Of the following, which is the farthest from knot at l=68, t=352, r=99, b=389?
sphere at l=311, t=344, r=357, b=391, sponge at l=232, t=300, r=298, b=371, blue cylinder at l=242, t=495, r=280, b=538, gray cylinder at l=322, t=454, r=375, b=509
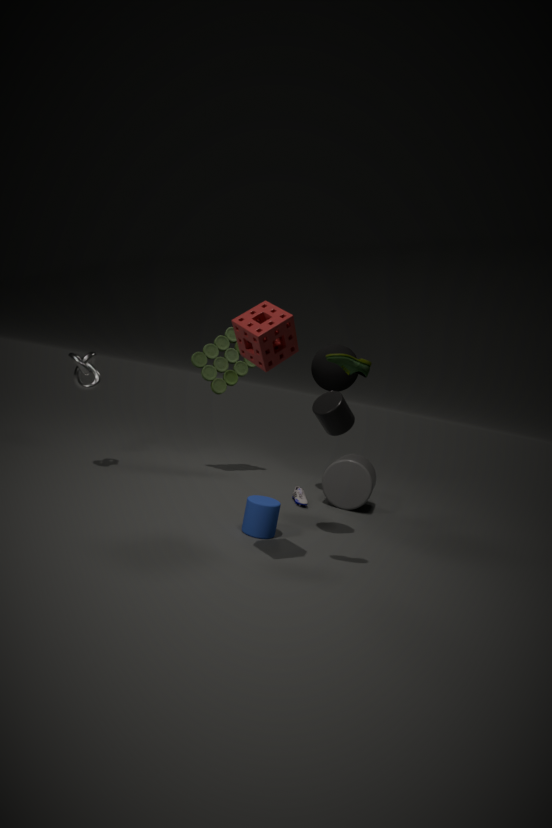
gray cylinder at l=322, t=454, r=375, b=509
